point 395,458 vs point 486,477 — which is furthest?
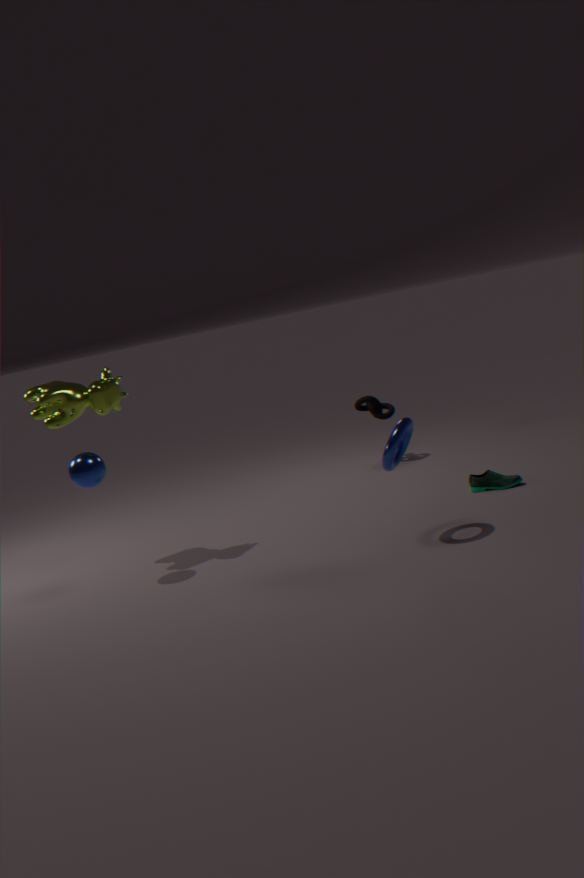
point 486,477
